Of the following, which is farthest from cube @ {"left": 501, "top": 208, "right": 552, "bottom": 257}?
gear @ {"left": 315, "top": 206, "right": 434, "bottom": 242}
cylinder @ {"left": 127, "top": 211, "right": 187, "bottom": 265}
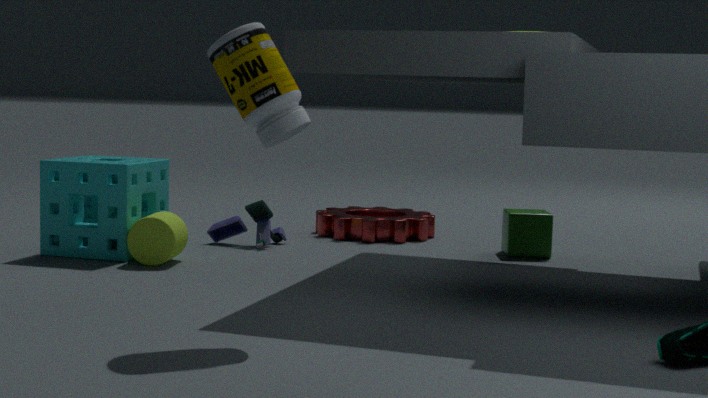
cylinder @ {"left": 127, "top": 211, "right": 187, "bottom": 265}
